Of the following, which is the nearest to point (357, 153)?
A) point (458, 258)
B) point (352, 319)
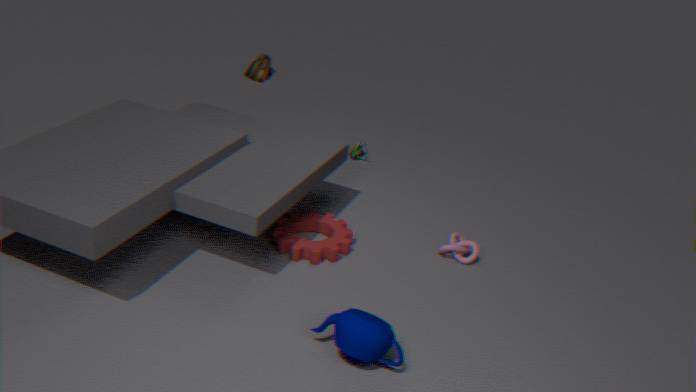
point (458, 258)
